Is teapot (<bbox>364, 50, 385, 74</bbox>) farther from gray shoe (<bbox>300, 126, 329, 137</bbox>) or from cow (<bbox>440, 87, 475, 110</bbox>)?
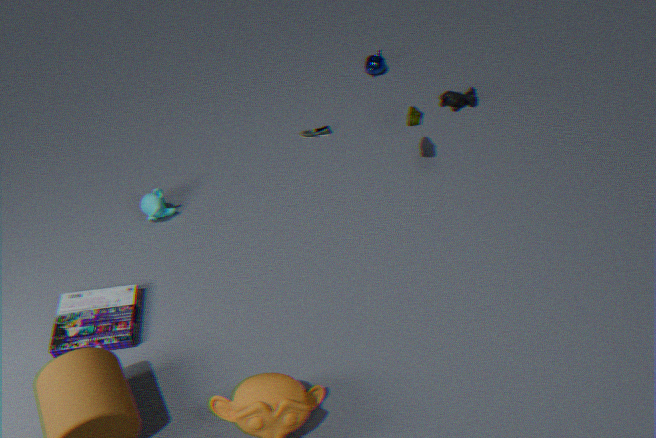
gray shoe (<bbox>300, 126, 329, 137</bbox>)
